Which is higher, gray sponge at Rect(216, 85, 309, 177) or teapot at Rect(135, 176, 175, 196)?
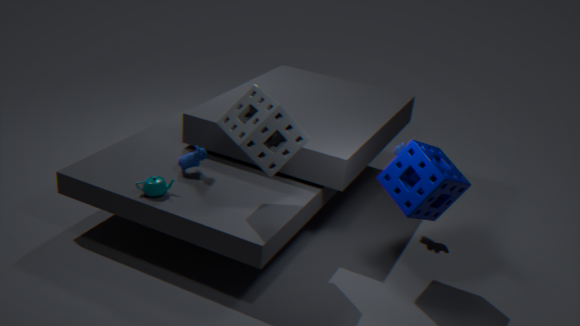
gray sponge at Rect(216, 85, 309, 177)
